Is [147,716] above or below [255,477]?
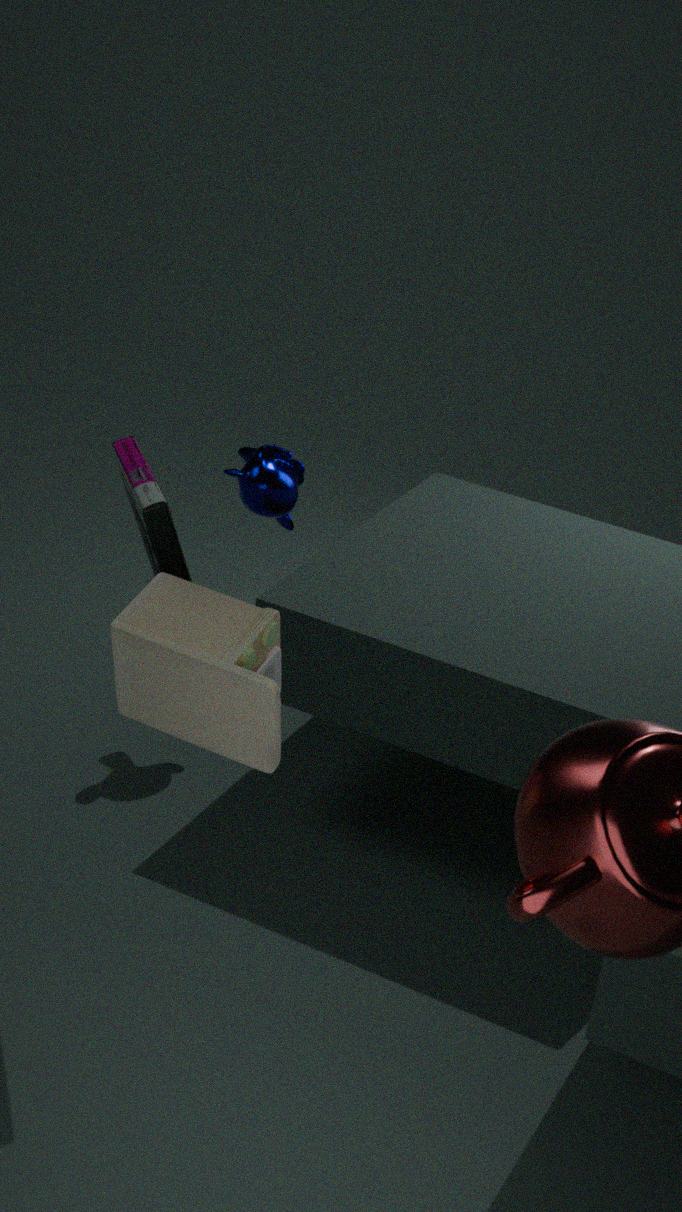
above
